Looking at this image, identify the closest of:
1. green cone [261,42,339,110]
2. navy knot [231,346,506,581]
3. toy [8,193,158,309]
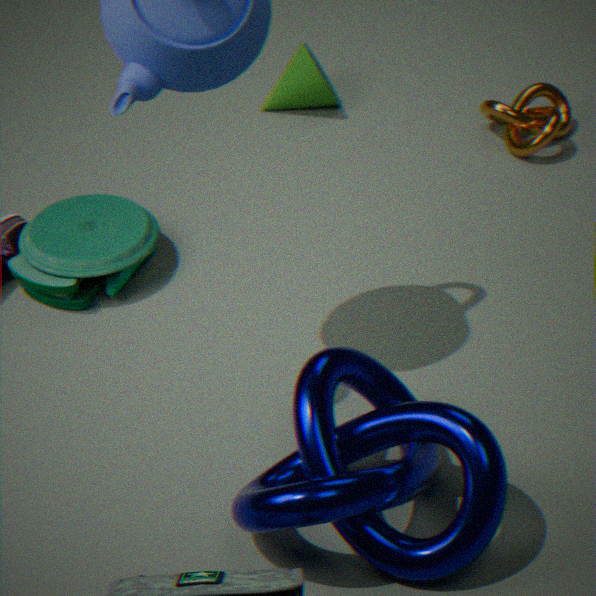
navy knot [231,346,506,581]
